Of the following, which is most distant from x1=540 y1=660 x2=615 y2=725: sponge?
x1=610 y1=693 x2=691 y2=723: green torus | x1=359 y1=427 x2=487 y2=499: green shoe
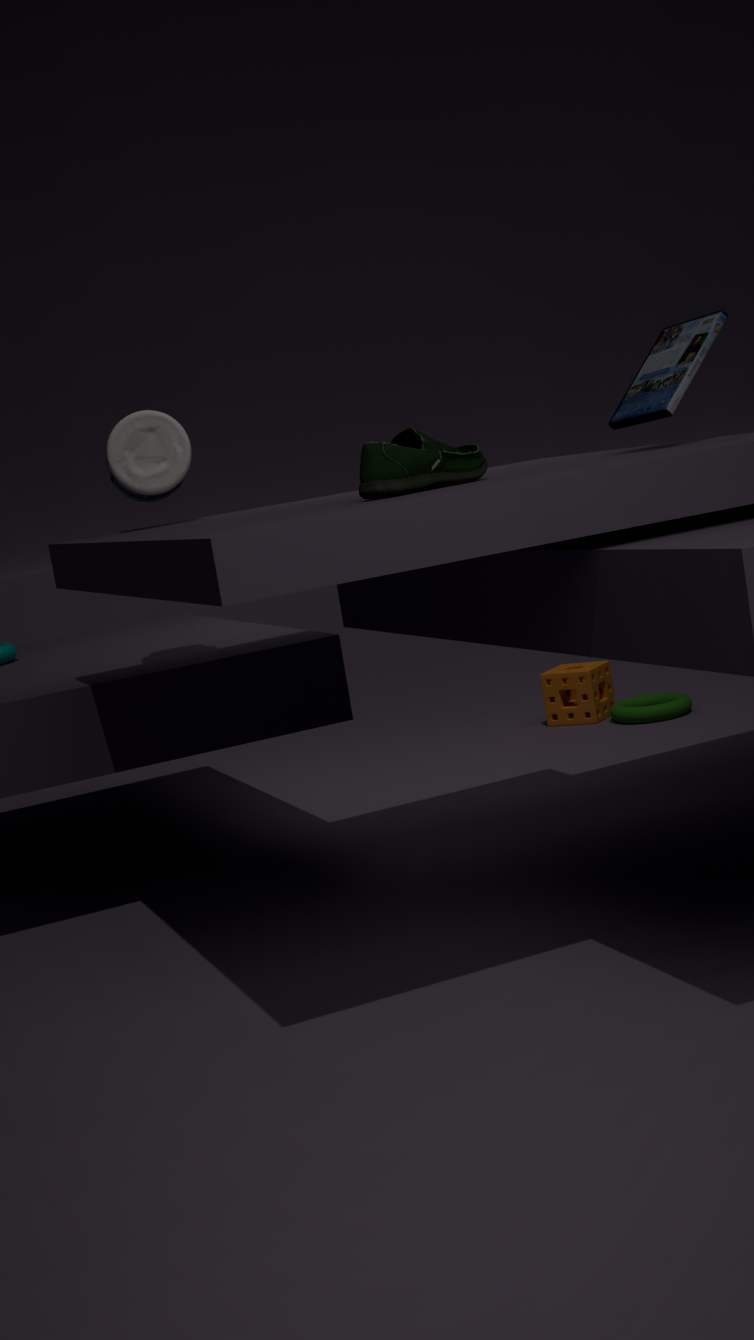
x1=359 y1=427 x2=487 y2=499: green shoe
